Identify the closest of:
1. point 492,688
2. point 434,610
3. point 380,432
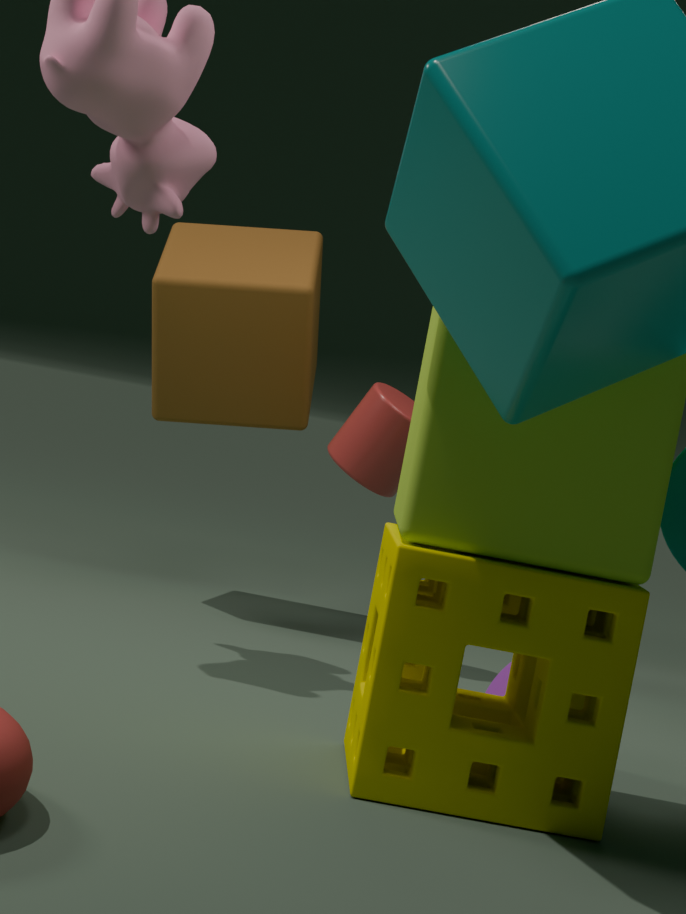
point 434,610
